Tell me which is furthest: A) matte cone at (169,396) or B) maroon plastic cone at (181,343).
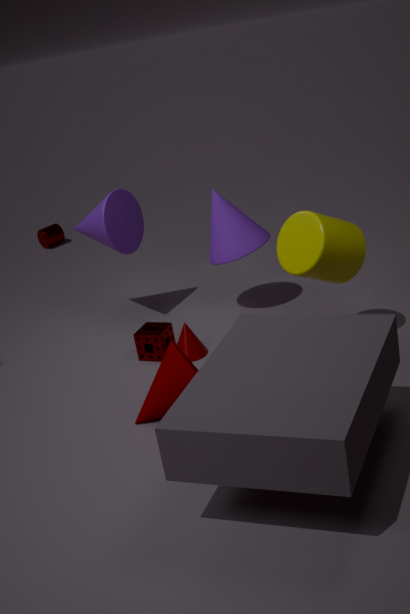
B. maroon plastic cone at (181,343)
